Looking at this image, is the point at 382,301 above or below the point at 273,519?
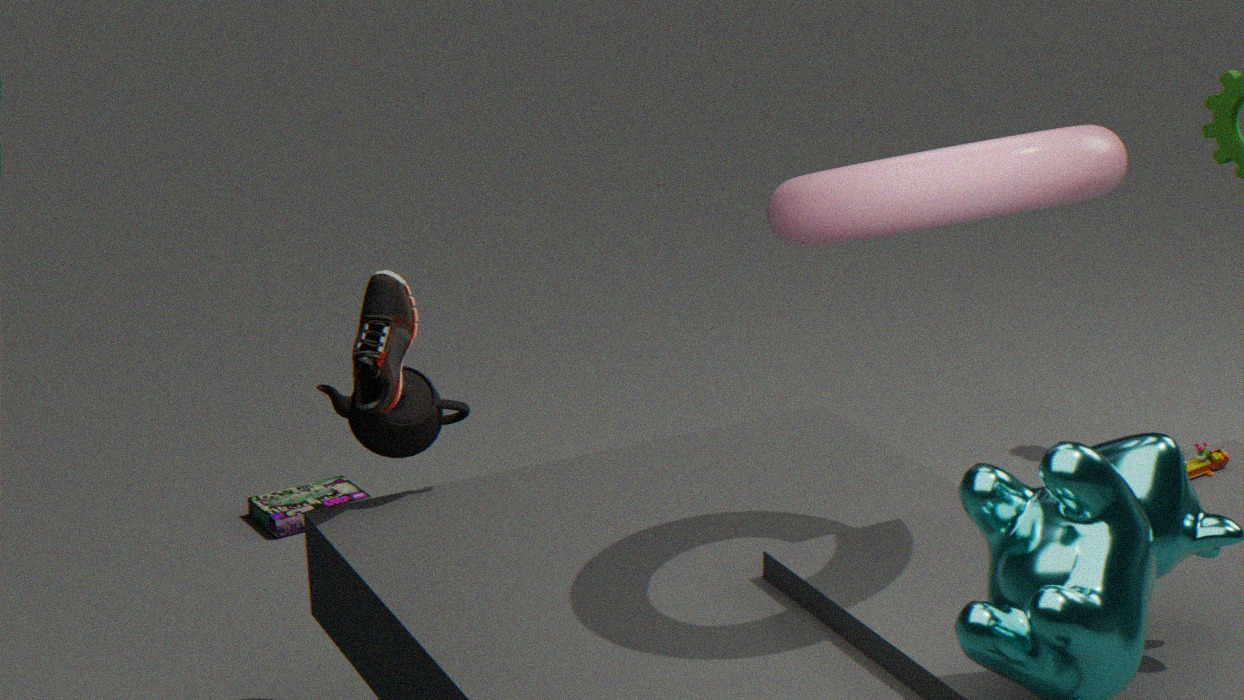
above
